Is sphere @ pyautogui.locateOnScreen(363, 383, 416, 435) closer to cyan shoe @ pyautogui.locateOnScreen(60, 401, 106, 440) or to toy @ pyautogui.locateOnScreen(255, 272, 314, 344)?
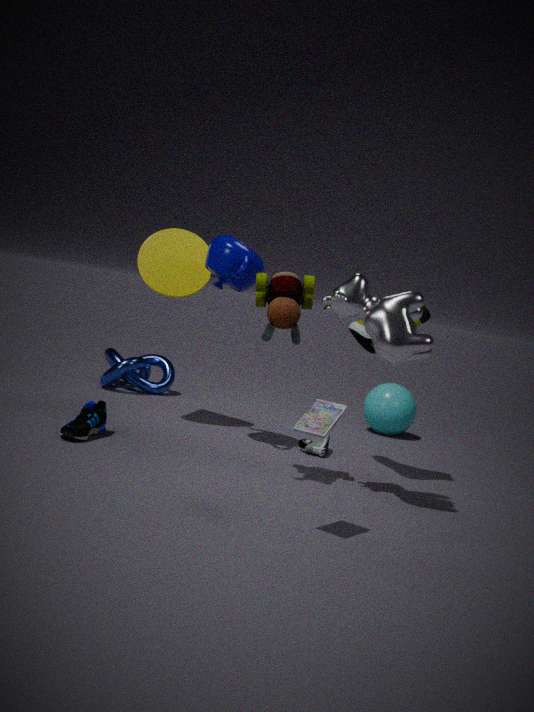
toy @ pyautogui.locateOnScreen(255, 272, 314, 344)
